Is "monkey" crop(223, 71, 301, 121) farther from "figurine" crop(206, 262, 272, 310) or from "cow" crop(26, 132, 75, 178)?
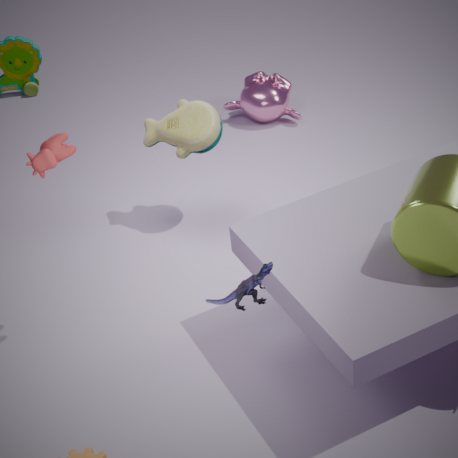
"figurine" crop(206, 262, 272, 310)
